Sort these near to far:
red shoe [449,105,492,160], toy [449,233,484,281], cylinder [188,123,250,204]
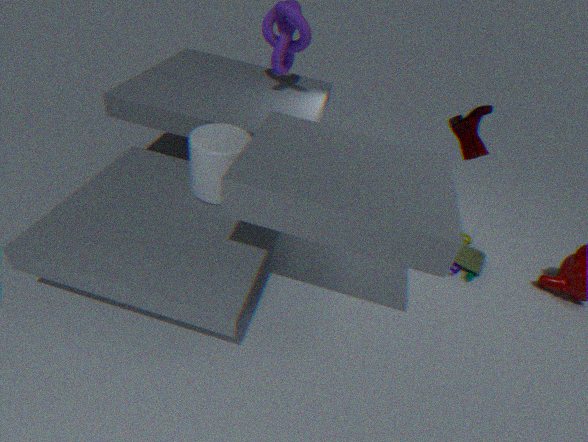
1. cylinder [188,123,250,204]
2. red shoe [449,105,492,160]
3. toy [449,233,484,281]
